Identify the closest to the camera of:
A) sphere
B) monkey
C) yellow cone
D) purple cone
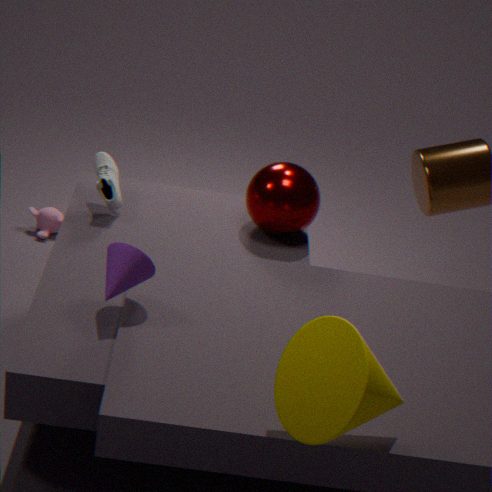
yellow cone
